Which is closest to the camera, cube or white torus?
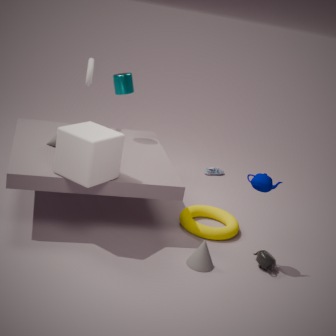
cube
